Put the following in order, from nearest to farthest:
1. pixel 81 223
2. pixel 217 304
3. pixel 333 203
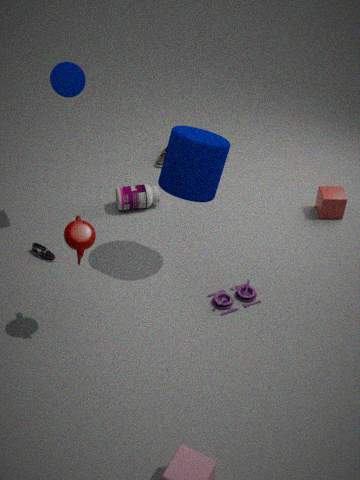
pixel 81 223 < pixel 217 304 < pixel 333 203
